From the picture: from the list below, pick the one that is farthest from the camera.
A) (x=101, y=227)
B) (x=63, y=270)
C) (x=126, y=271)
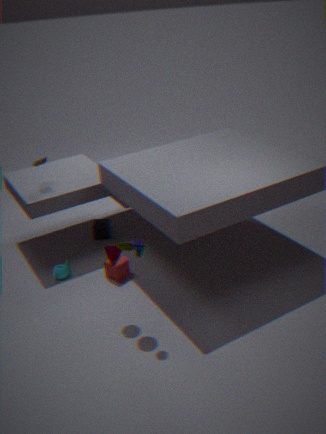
(x=101, y=227)
